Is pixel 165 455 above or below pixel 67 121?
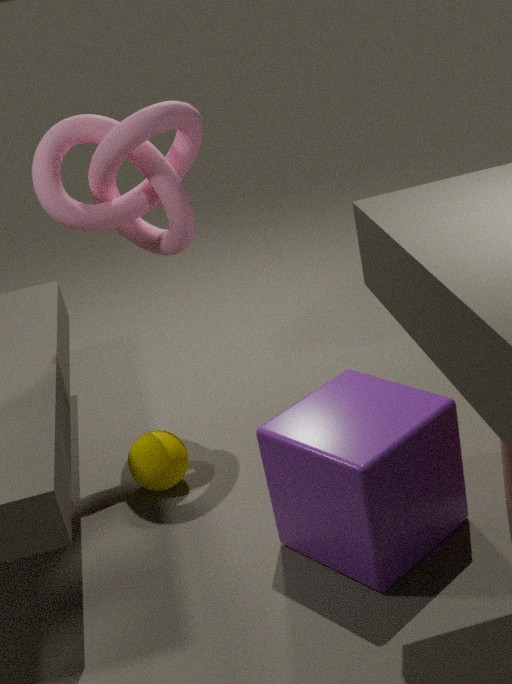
below
